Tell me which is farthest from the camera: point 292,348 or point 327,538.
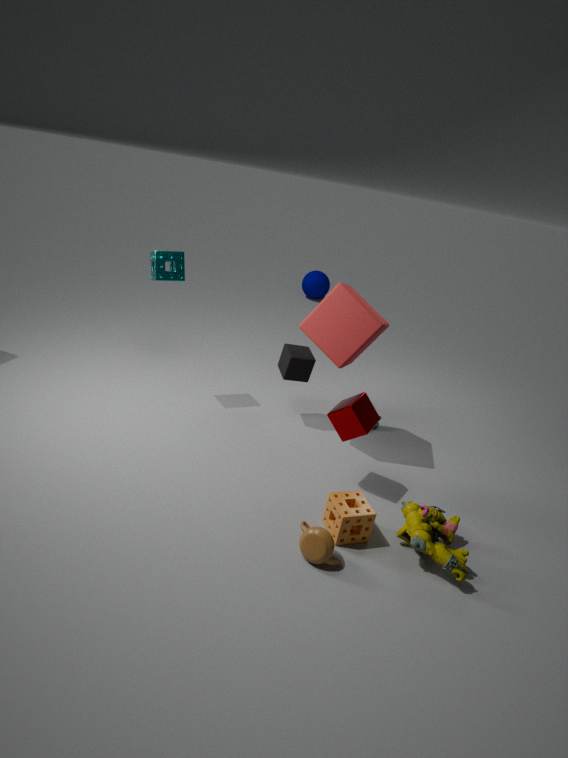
point 292,348
